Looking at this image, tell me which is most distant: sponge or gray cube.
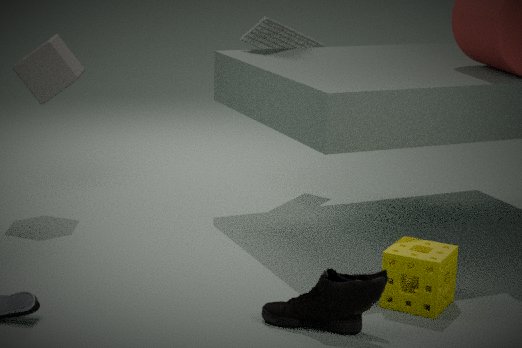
gray cube
